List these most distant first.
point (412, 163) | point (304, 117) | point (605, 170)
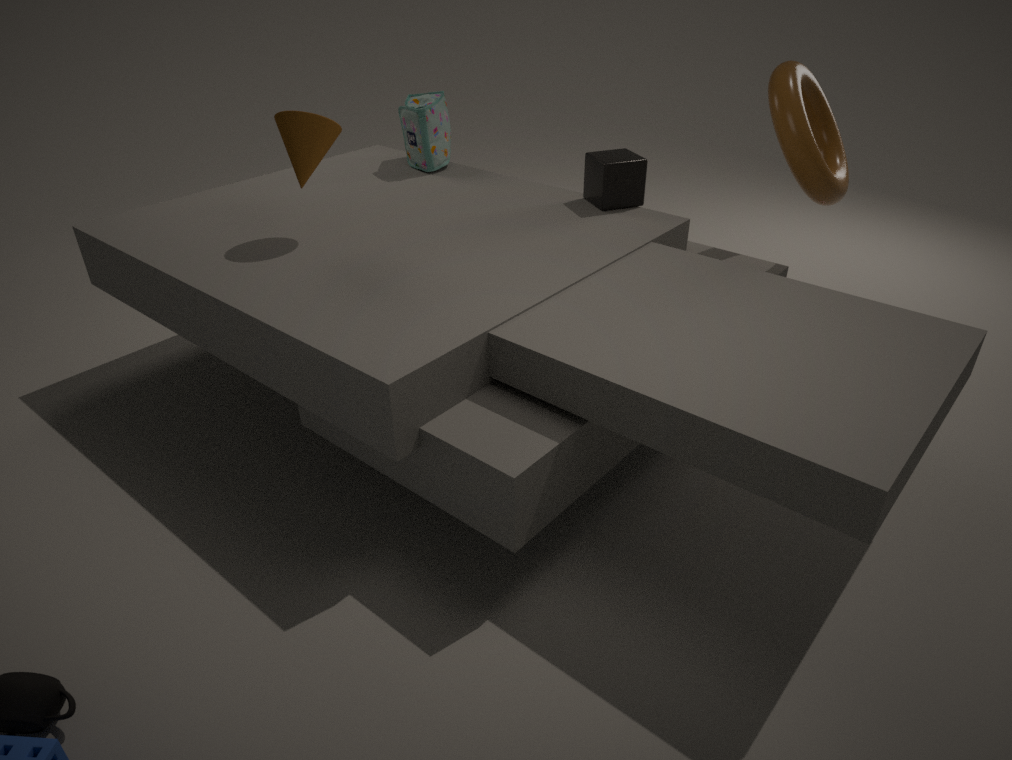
1. point (412, 163)
2. point (605, 170)
3. point (304, 117)
